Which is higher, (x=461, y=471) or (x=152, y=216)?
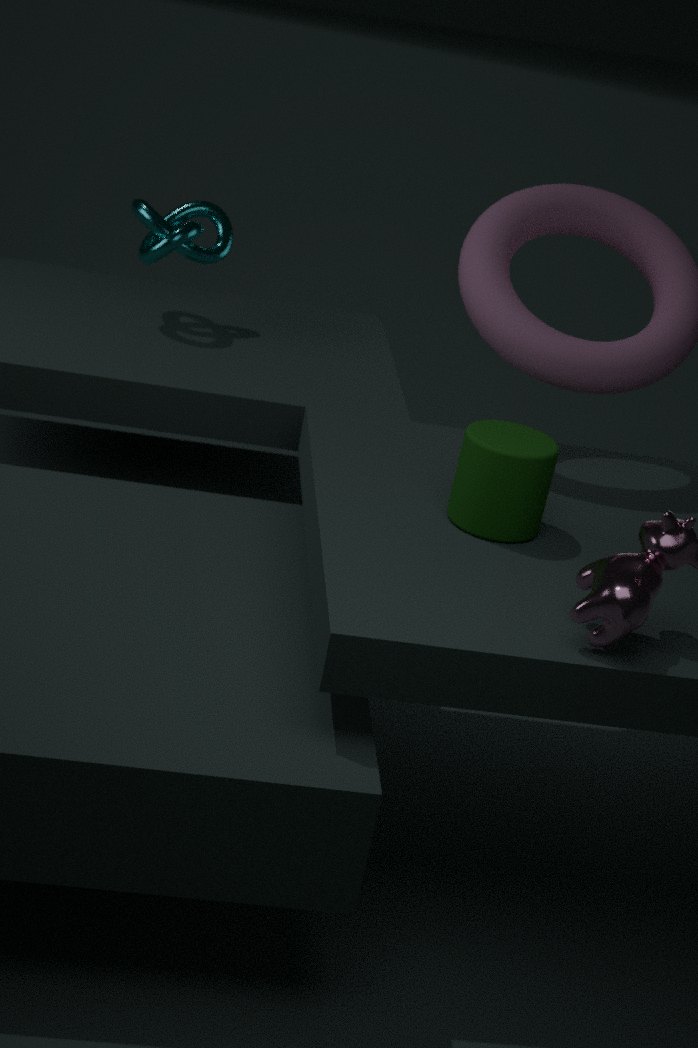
(x=152, y=216)
